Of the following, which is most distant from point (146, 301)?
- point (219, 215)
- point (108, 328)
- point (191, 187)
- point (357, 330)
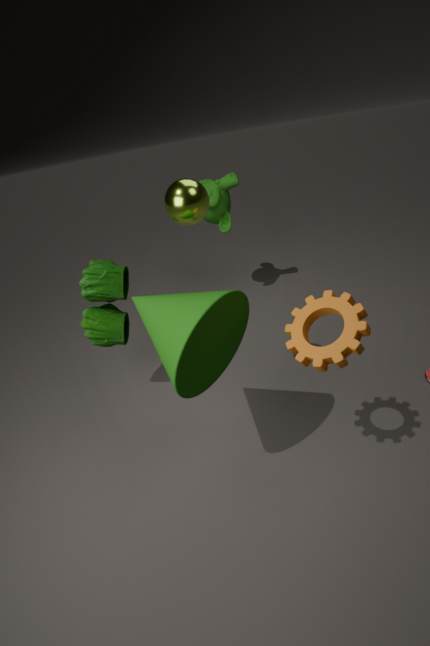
point (219, 215)
